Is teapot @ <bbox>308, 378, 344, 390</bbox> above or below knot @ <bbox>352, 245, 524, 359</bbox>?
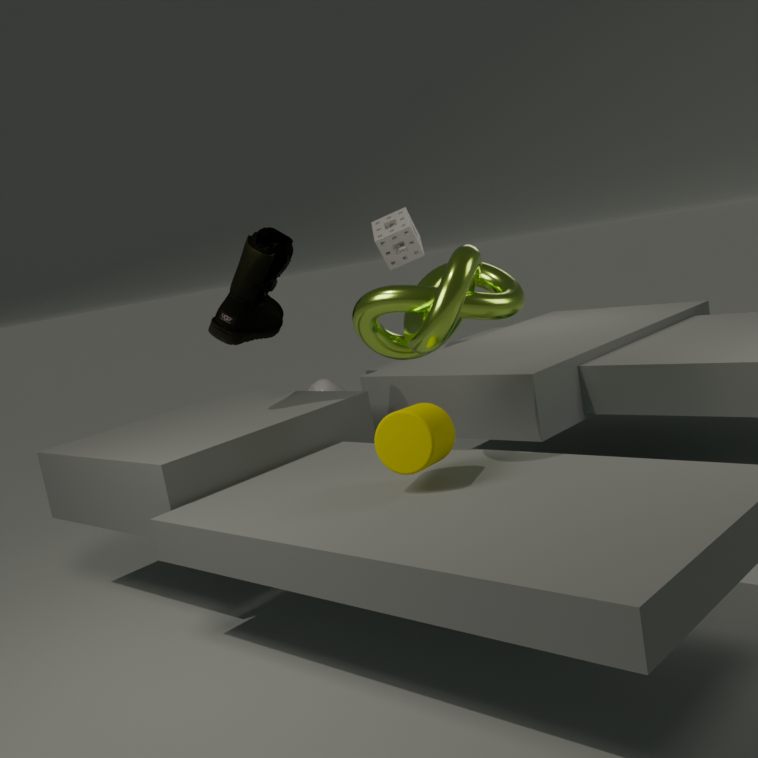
below
